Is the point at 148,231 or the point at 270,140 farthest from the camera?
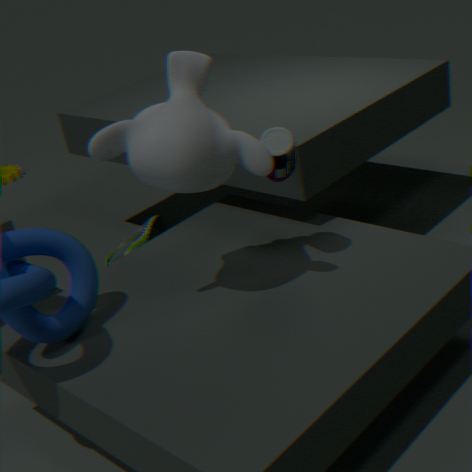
the point at 148,231
